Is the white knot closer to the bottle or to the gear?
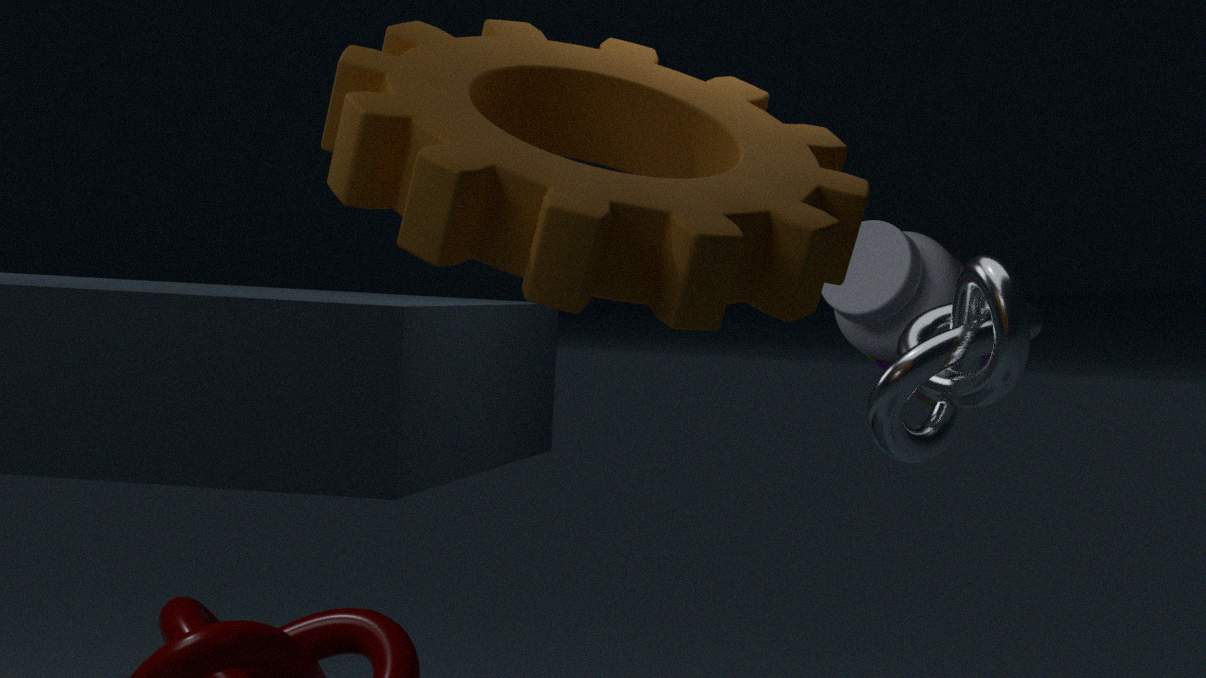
the gear
